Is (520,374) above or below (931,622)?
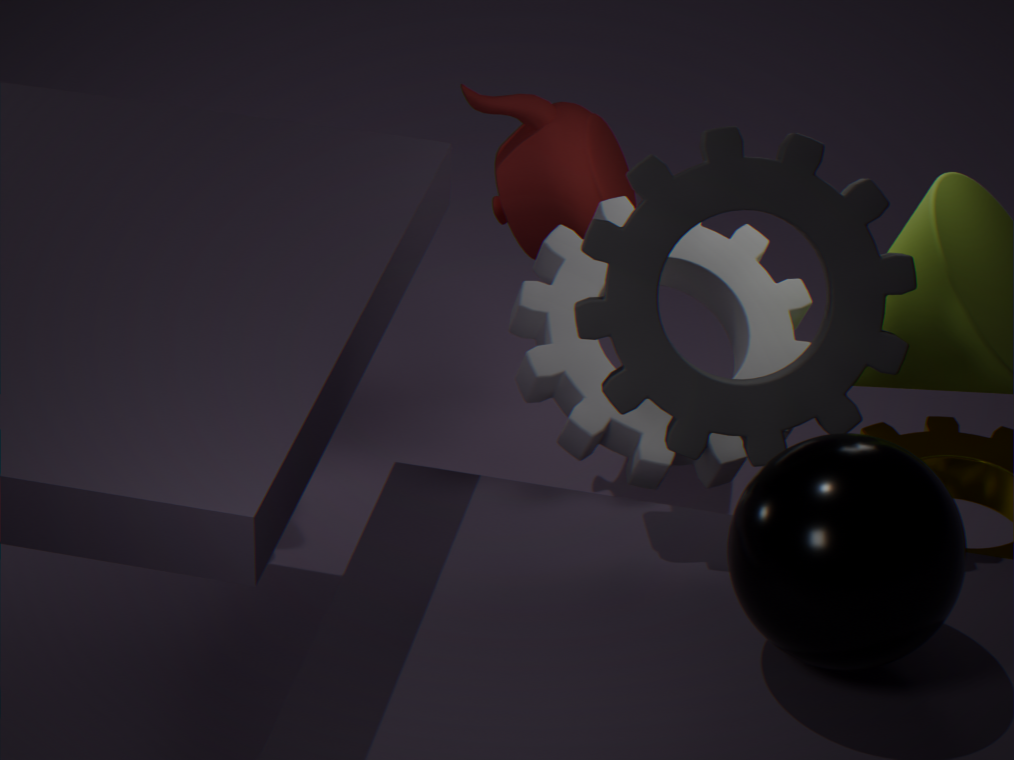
below
